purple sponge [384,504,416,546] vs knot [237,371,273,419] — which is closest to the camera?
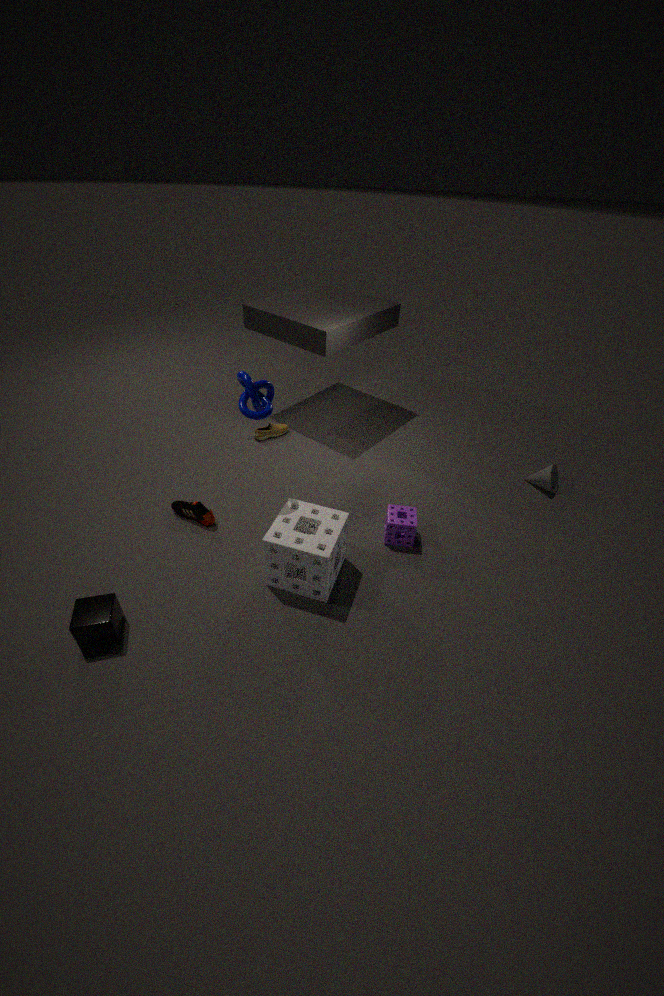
knot [237,371,273,419]
